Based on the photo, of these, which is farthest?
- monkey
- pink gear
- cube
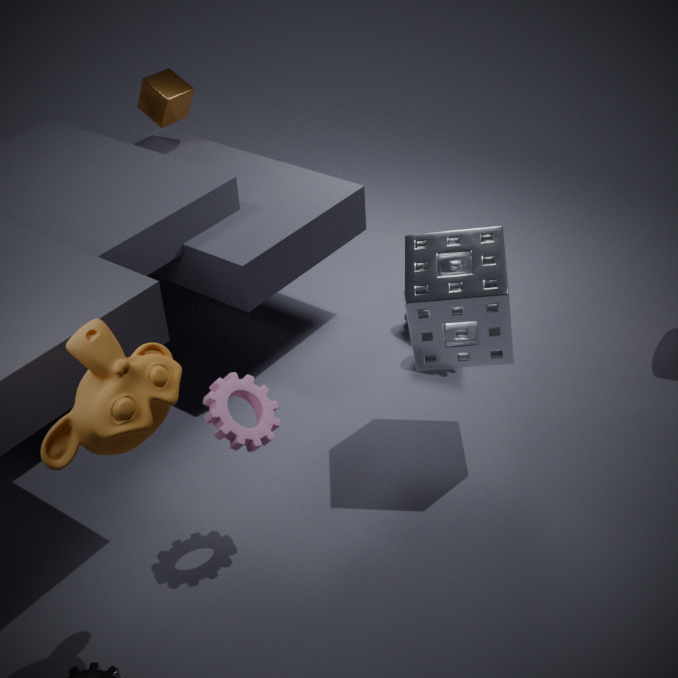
cube
